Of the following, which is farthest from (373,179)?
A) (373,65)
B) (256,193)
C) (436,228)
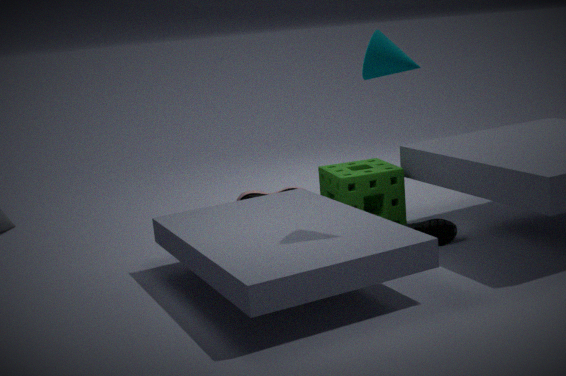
(373,65)
